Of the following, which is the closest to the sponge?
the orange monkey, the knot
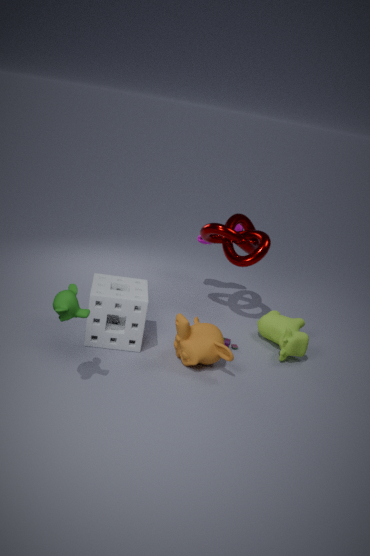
the orange monkey
